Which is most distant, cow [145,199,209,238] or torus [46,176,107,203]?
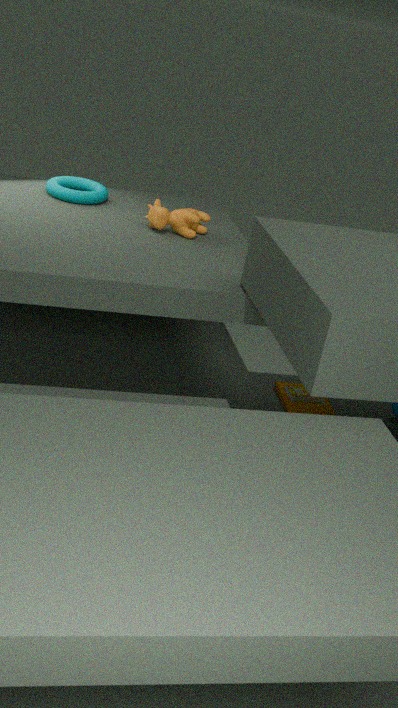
torus [46,176,107,203]
